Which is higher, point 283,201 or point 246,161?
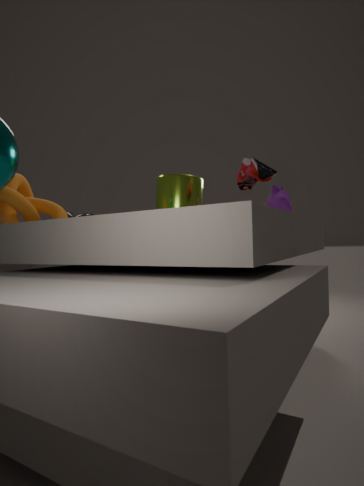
point 246,161
